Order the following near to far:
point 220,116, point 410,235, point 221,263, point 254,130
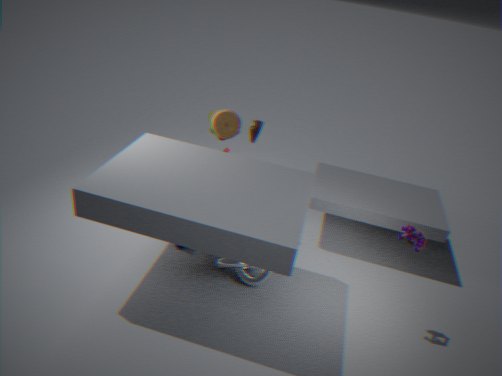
point 410,235
point 221,263
point 254,130
point 220,116
